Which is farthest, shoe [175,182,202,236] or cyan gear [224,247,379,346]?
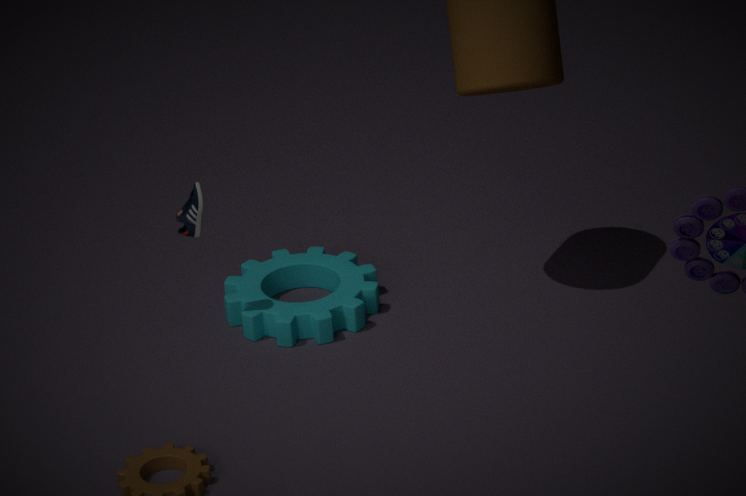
cyan gear [224,247,379,346]
